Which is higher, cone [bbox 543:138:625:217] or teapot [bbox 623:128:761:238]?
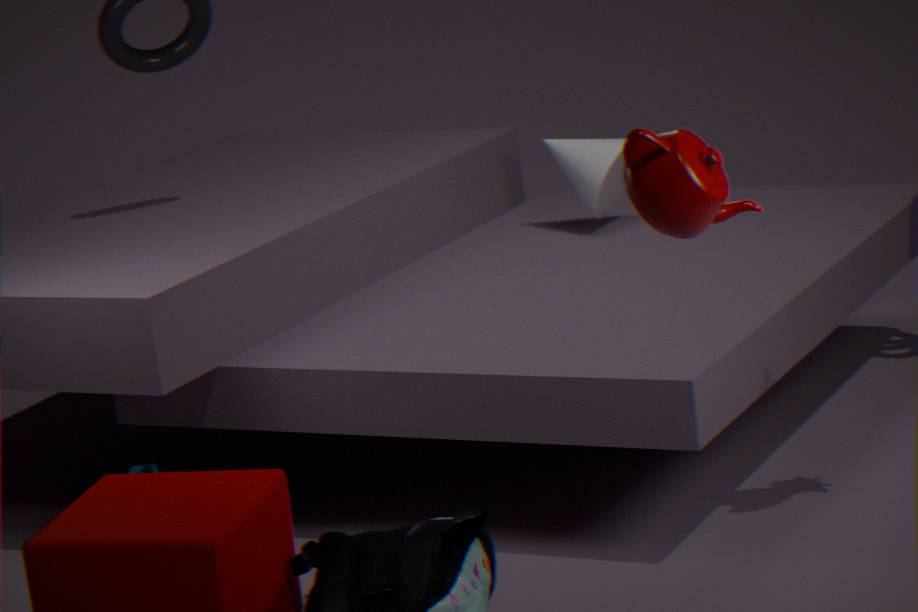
teapot [bbox 623:128:761:238]
